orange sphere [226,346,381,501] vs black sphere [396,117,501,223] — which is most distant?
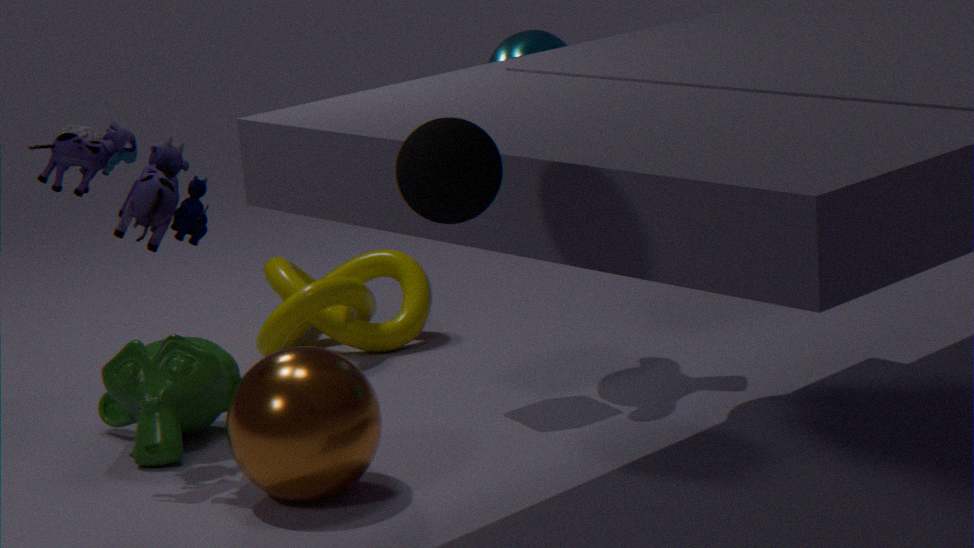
orange sphere [226,346,381,501]
